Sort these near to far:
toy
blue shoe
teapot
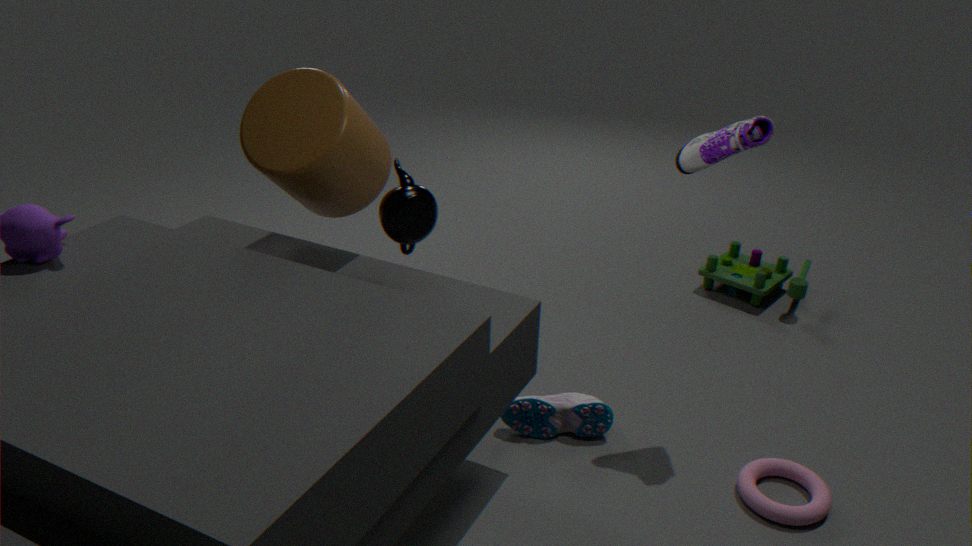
1. teapot
2. blue shoe
3. toy
